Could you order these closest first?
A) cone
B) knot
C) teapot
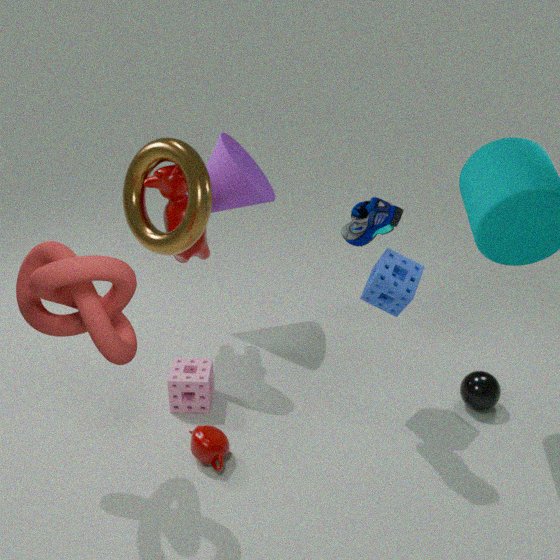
1. knot
2. teapot
3. cone
